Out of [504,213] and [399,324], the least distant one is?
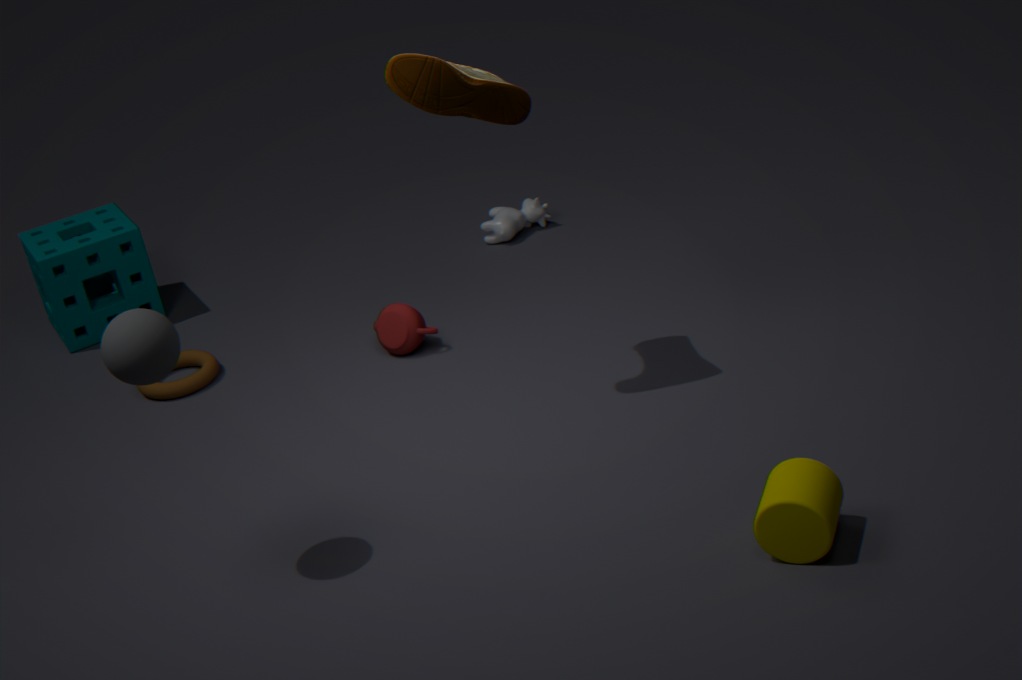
[399,324]
